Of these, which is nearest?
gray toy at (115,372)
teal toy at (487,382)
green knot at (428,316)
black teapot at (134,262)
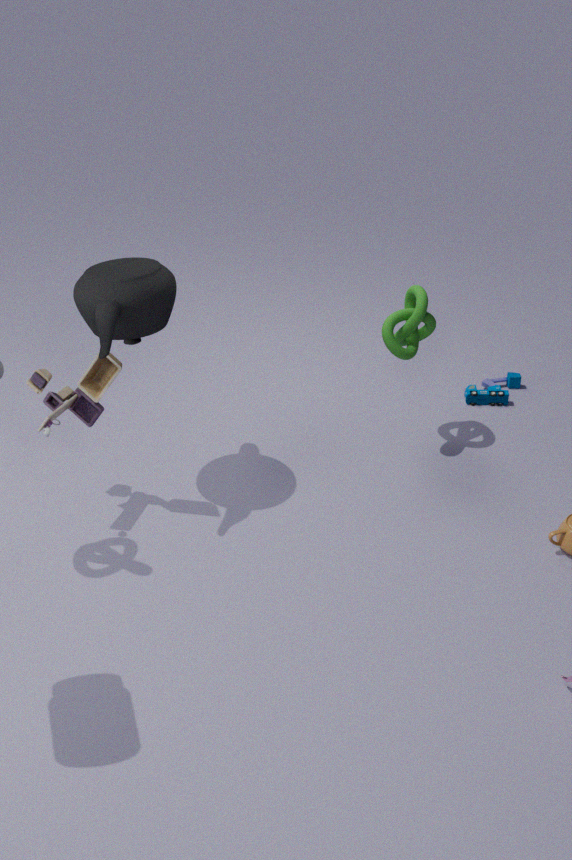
black teapot at (134,262)
